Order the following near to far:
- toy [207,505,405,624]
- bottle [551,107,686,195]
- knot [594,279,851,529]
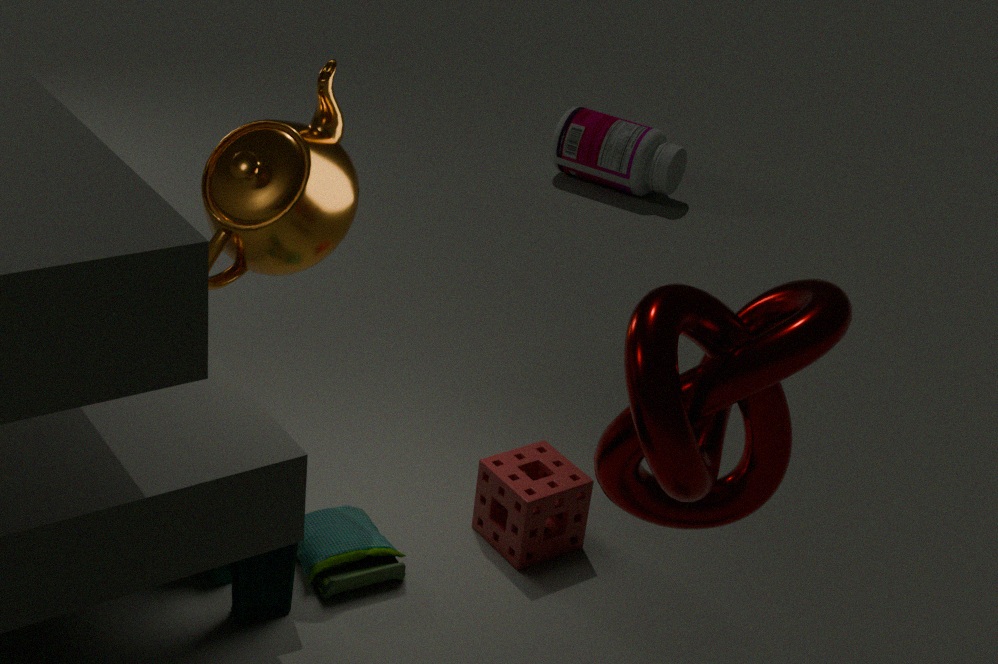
knot [594,279,851,529] → toy [207,505,405,624] → bottle [551,107,686,195]
